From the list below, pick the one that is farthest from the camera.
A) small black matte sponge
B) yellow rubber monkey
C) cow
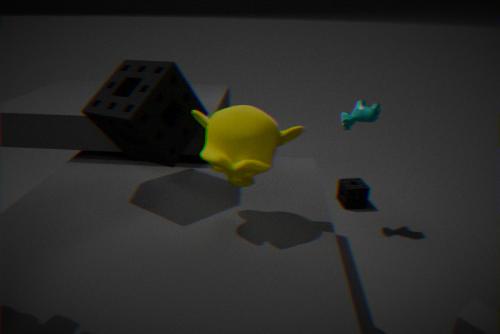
small black matte sponge
